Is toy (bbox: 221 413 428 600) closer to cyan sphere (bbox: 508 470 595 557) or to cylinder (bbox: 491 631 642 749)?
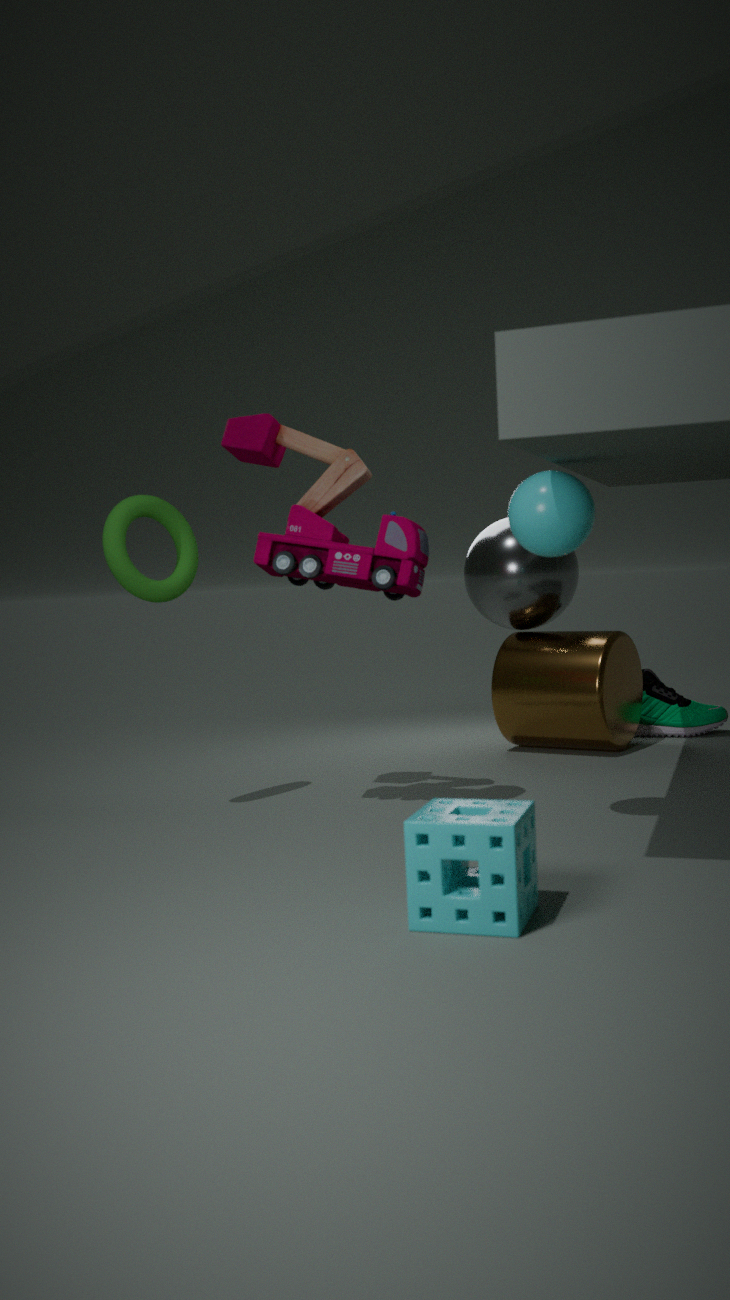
cyan sphere (bbox: 508 470 595 557)
